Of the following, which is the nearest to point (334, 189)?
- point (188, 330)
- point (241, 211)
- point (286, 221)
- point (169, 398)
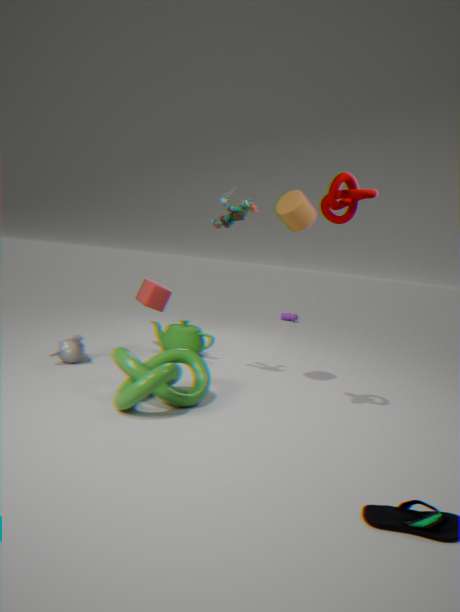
point (286, 221)
